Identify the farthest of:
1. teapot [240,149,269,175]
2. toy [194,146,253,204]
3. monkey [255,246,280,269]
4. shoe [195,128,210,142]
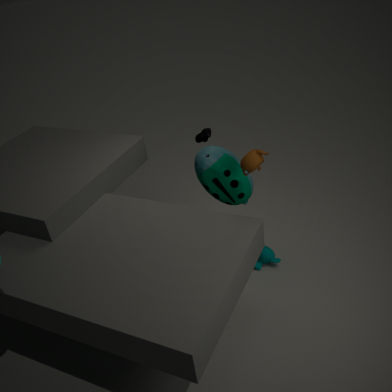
monkey [255,246,280,269]
